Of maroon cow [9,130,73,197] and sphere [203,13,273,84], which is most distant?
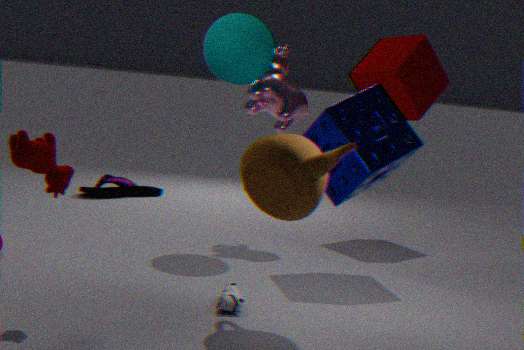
sphere [203,13,273,84]
